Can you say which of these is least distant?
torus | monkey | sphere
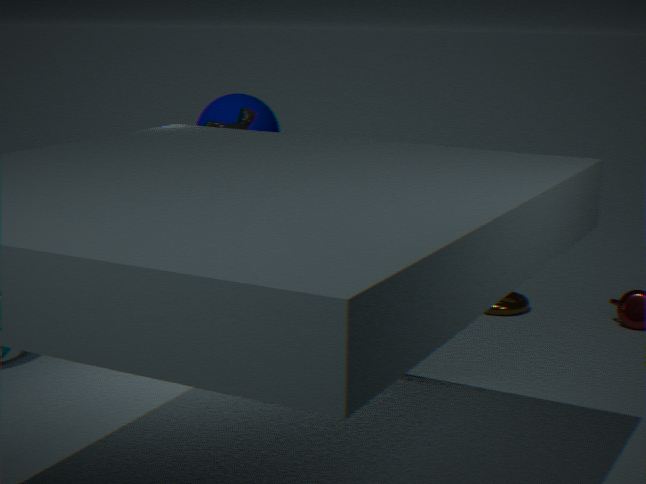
monkey
